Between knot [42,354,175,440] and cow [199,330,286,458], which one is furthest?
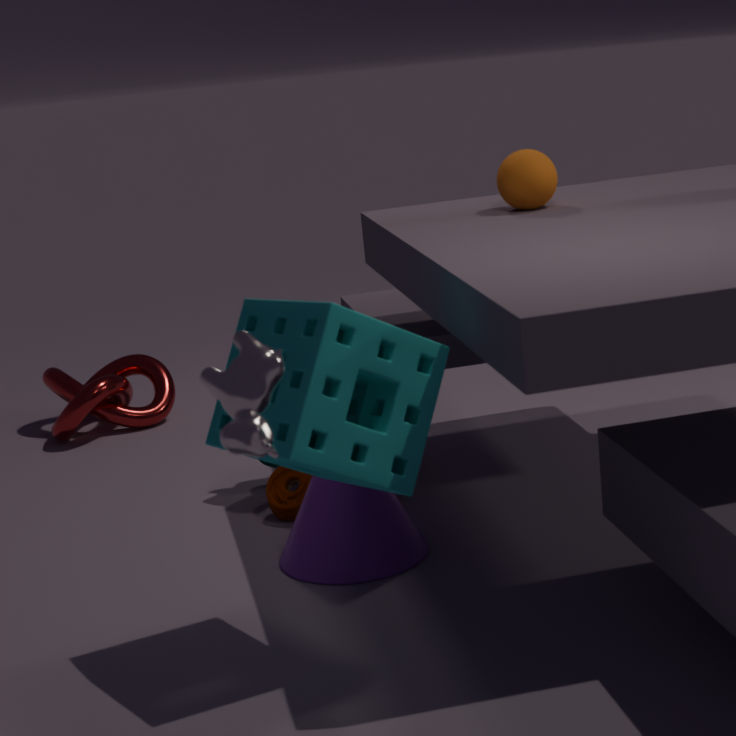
knot [42,354,175,440]
